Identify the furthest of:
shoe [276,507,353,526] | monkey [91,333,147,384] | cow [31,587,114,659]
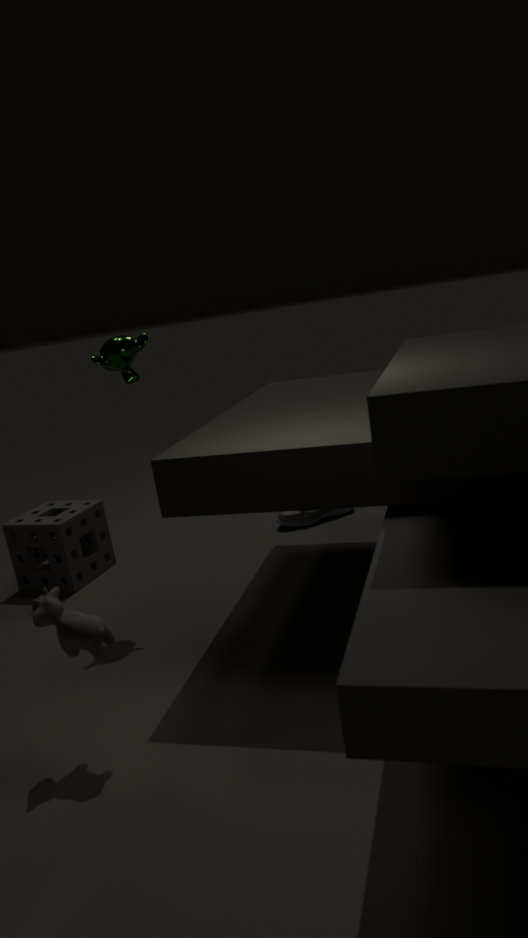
shoe [276,507,353,526]
